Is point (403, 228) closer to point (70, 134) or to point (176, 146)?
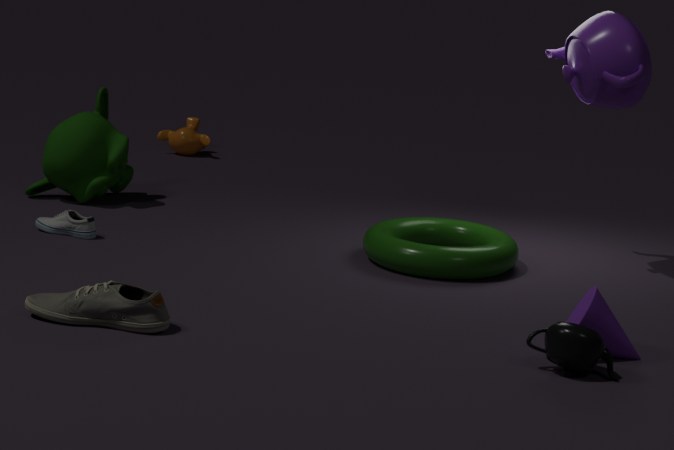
point (70, 134)
